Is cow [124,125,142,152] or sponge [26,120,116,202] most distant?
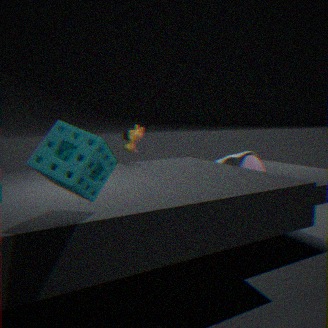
A: cow [124,125,142,152]
